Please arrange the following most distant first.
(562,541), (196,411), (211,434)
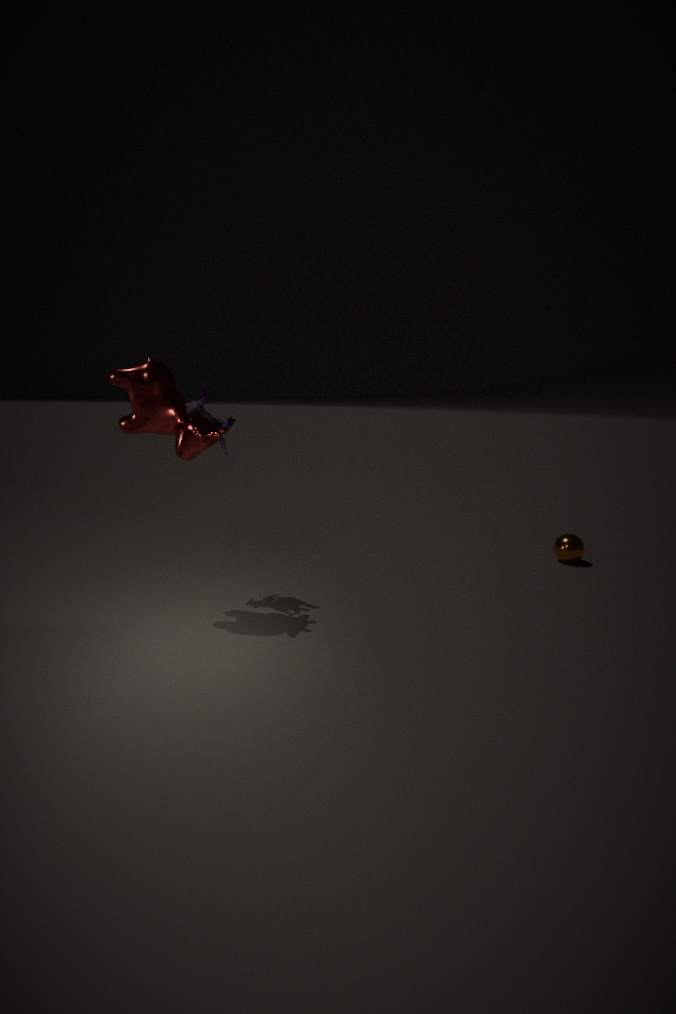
1. (562,541)
2. (196,411)
3. (211,434)
